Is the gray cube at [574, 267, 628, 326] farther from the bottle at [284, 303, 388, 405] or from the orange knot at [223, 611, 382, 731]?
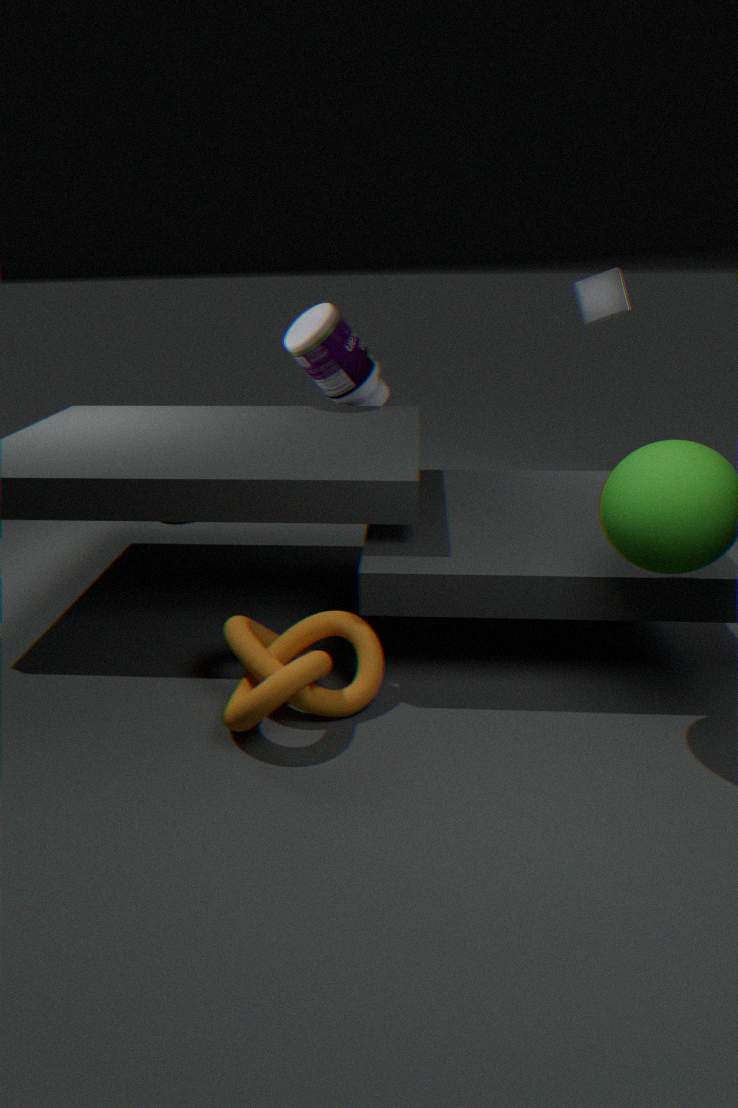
the orange knot at [223, 611, 382, 731]
